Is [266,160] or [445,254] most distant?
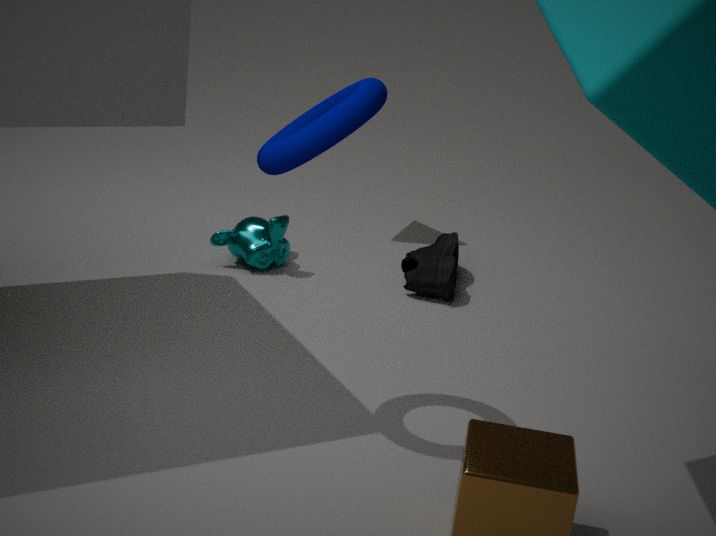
[445,254]
